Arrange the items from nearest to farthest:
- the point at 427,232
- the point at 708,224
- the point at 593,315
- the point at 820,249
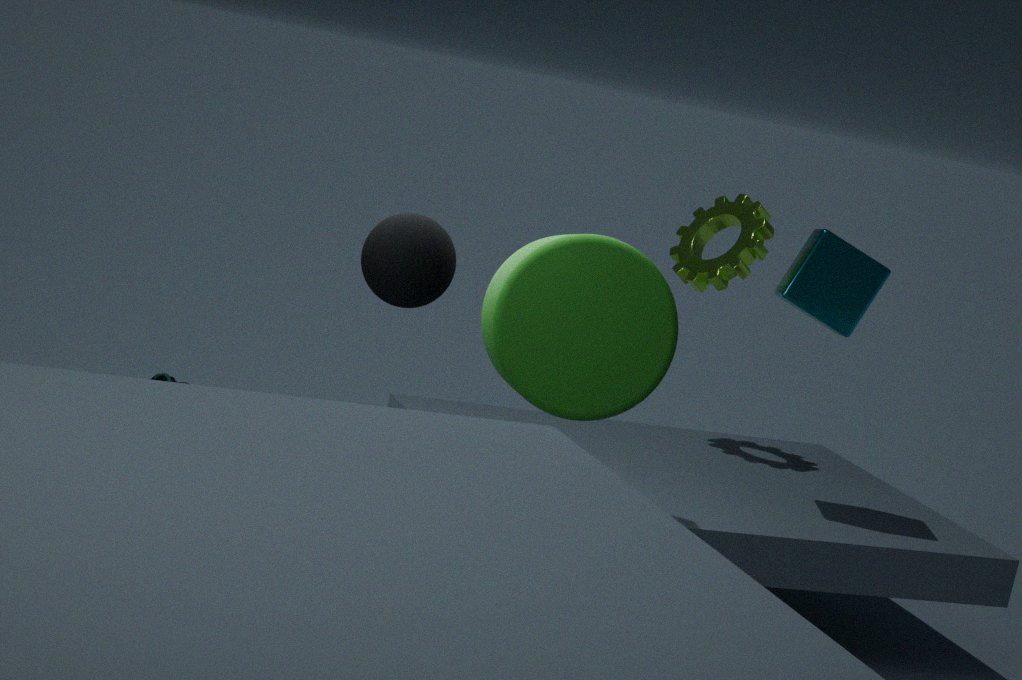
the point at 427,232, the point at 593,315, the point at 820,249, the point at 708,224
